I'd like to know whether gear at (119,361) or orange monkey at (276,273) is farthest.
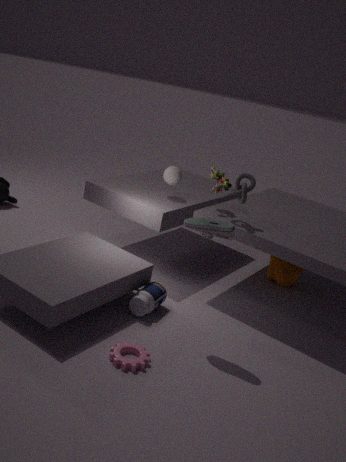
orange monkey at (276,273)
